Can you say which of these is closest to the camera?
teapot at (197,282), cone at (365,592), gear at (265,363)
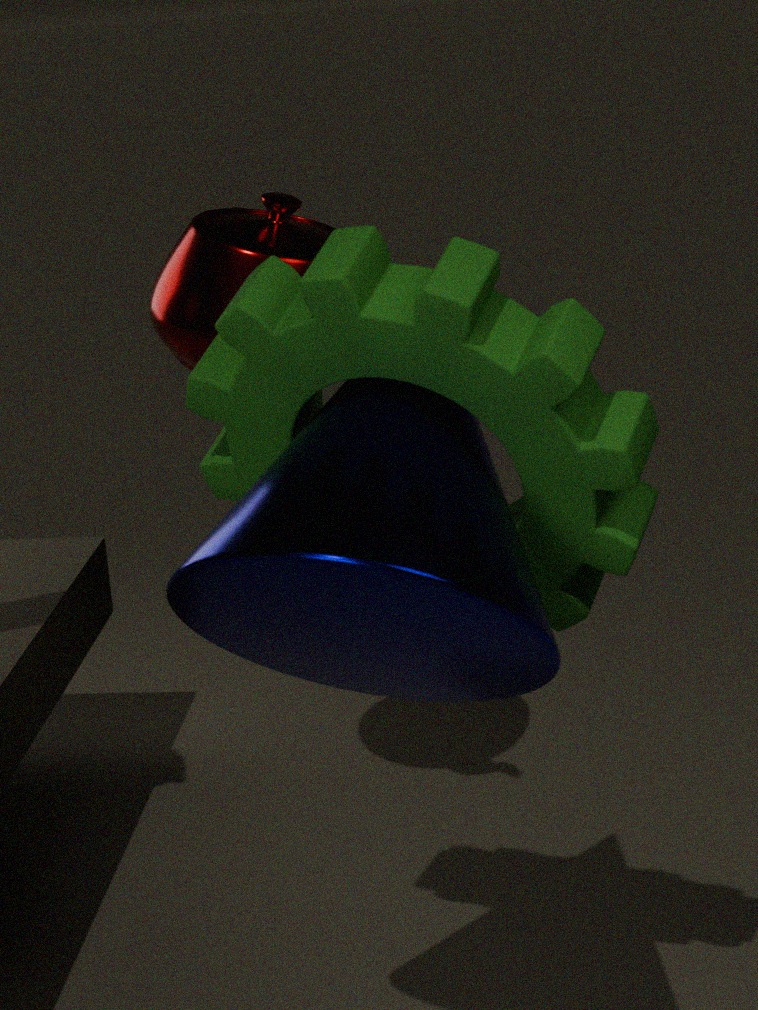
cone at (365,592)
